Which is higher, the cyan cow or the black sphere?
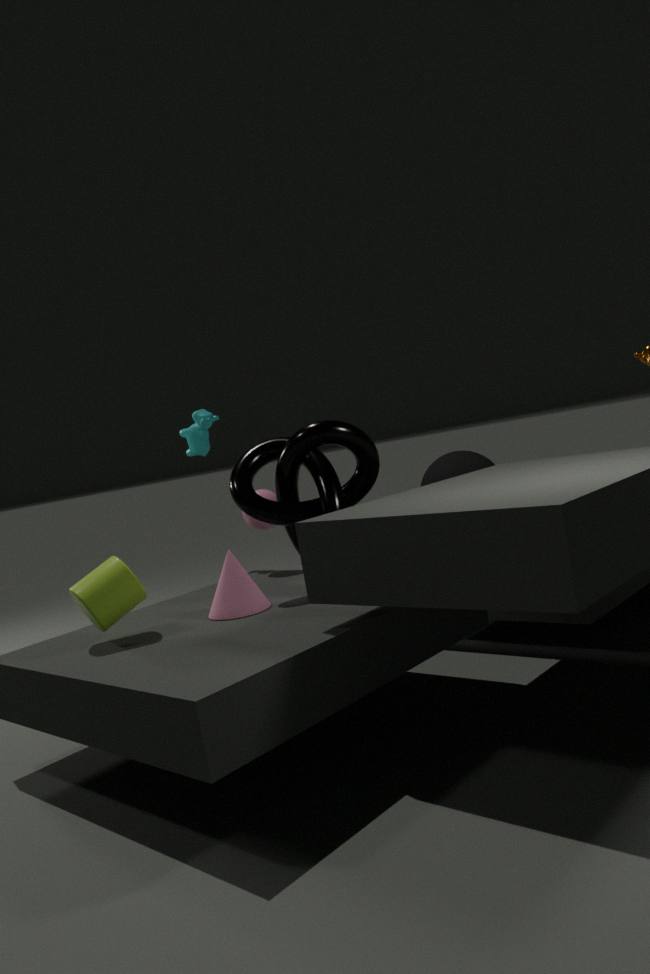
the cyan cow
